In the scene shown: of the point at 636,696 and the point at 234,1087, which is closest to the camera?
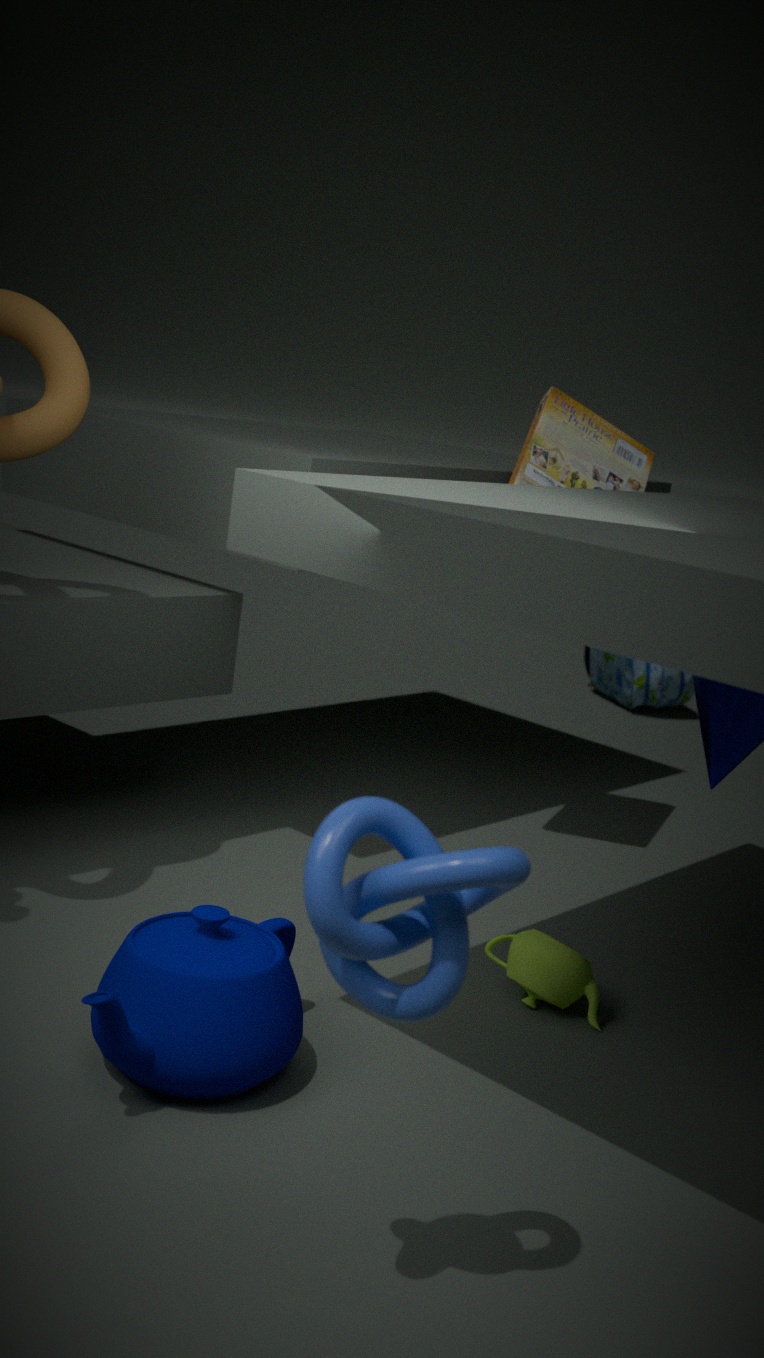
the point at 234,1087
